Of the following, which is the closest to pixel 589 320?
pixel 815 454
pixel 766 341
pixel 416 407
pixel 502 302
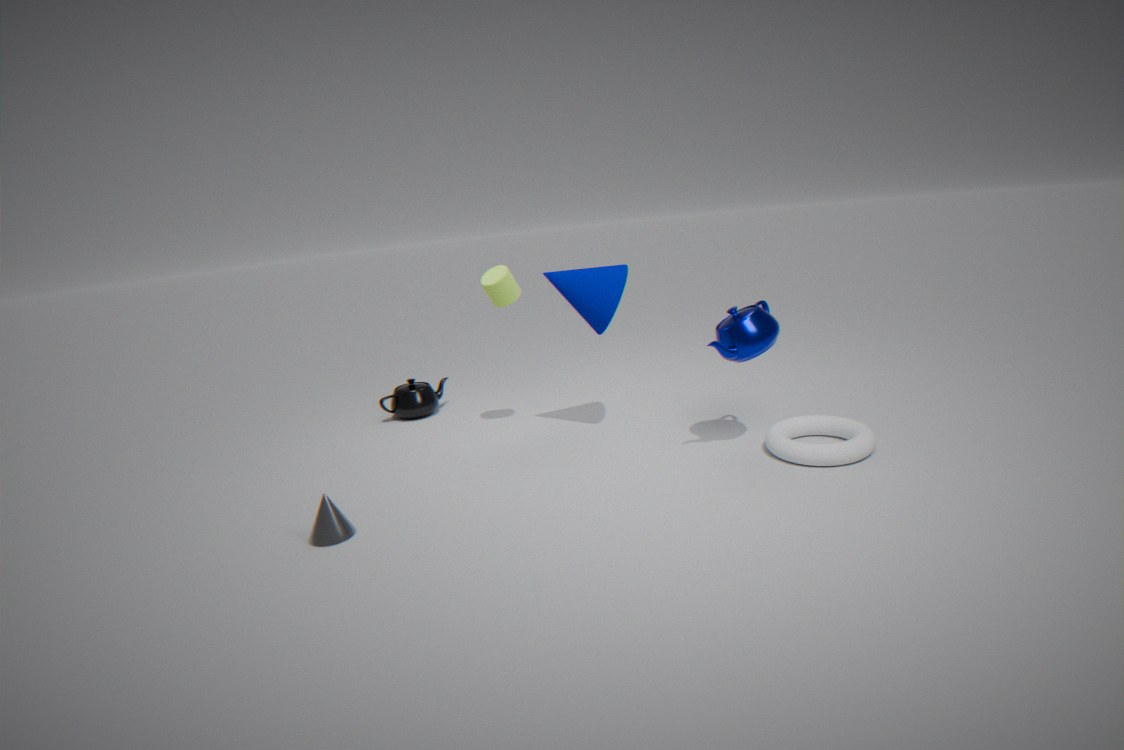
pixel 502 302
